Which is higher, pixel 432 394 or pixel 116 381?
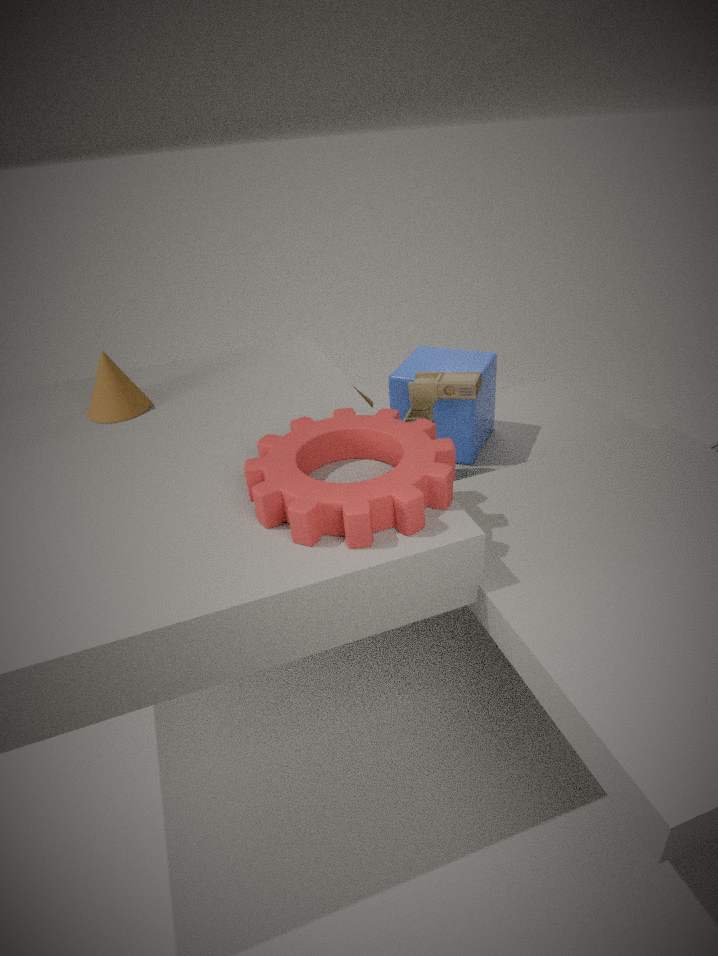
pixel 116 381
